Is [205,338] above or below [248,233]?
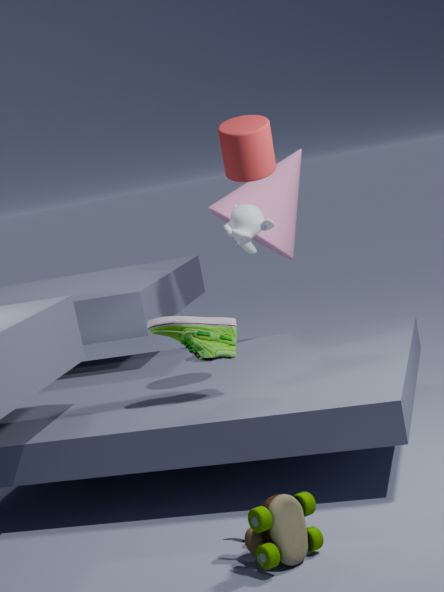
below
